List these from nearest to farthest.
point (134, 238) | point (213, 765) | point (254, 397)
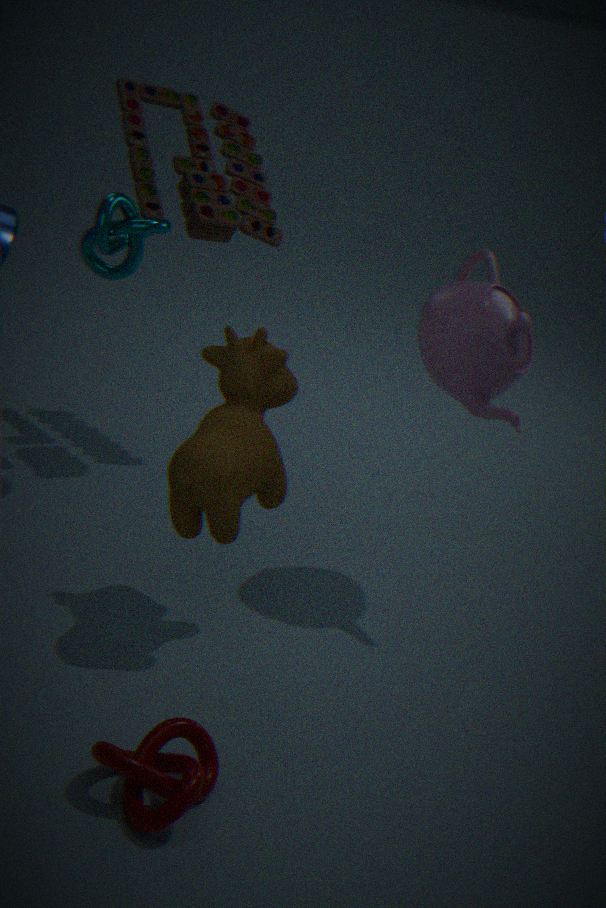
point (213, 765), point (254, 397), point (134, 238)
